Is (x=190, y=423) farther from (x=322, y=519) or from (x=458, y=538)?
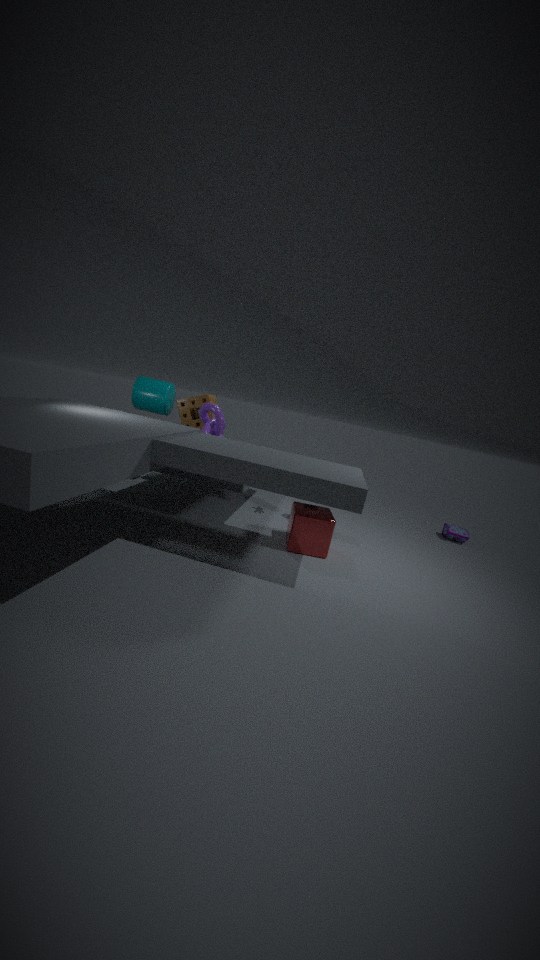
(x=458, y=538)
